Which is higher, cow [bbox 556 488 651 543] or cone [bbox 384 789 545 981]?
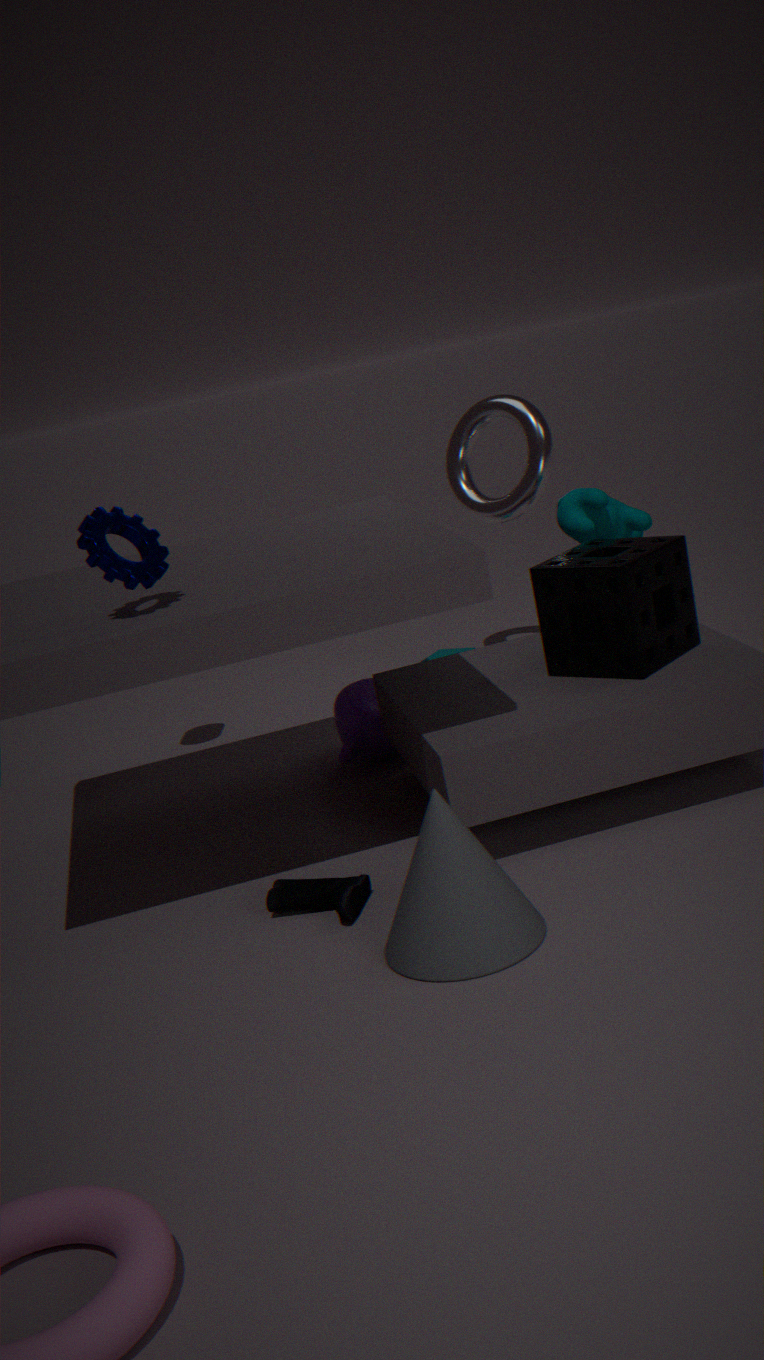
cow [bbox 556 488 651 543]
